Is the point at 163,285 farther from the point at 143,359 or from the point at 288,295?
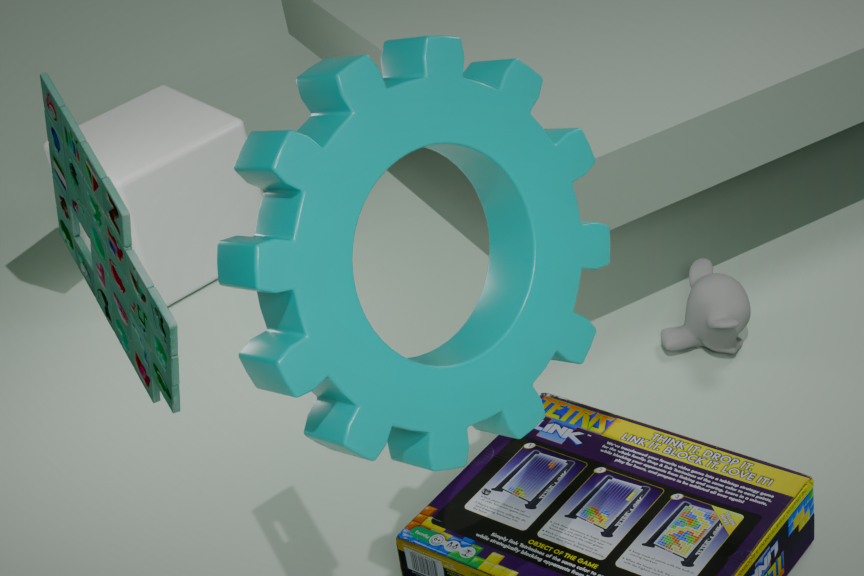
the point at 143,359
